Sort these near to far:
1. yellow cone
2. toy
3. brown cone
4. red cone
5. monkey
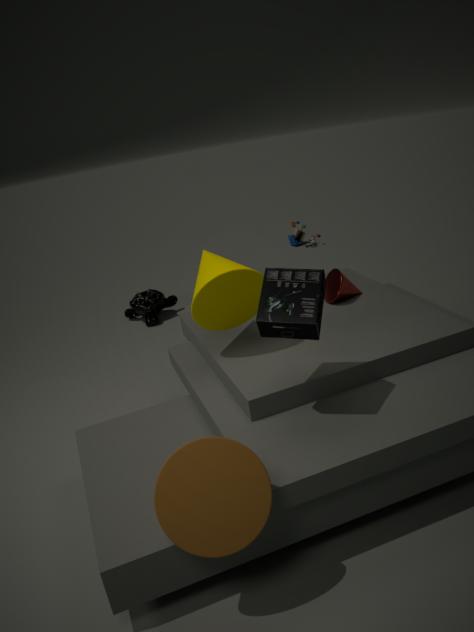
brown cone
yellow cone
red cone
monkey
toy
